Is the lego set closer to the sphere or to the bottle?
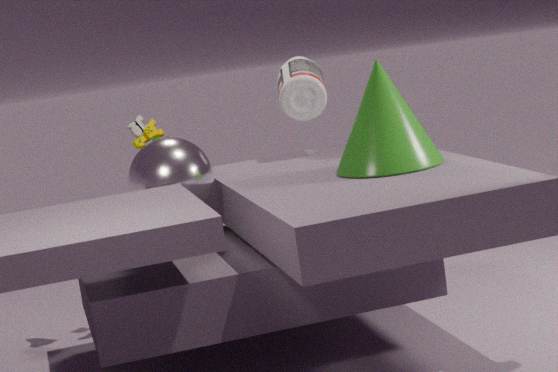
the sphere
